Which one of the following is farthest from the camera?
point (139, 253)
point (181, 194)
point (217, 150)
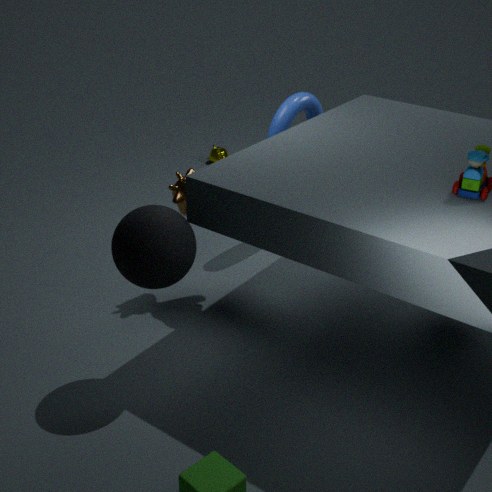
point (217, 150)
